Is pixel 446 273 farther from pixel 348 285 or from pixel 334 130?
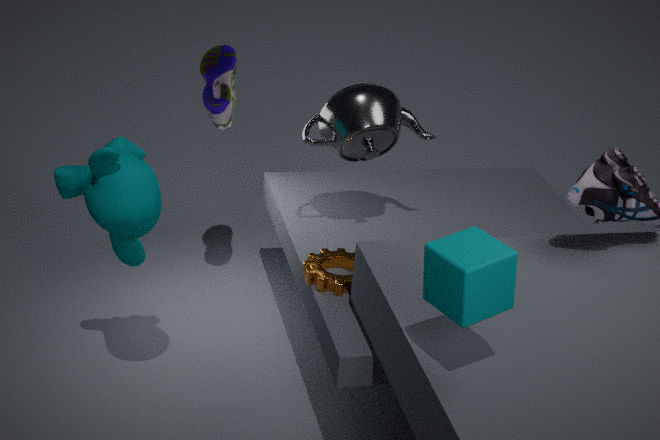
pixel 334 130
